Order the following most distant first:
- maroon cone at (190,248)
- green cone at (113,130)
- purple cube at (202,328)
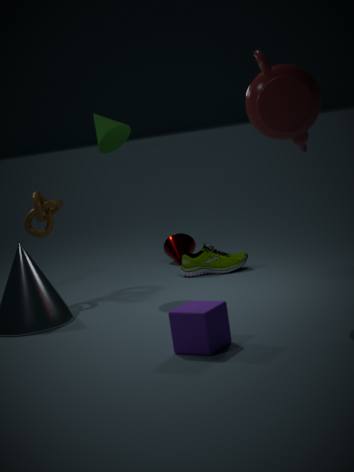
1. maroon cone at (190,248)
2. green cone at (113,130)
3. purple cube at (202,328)
